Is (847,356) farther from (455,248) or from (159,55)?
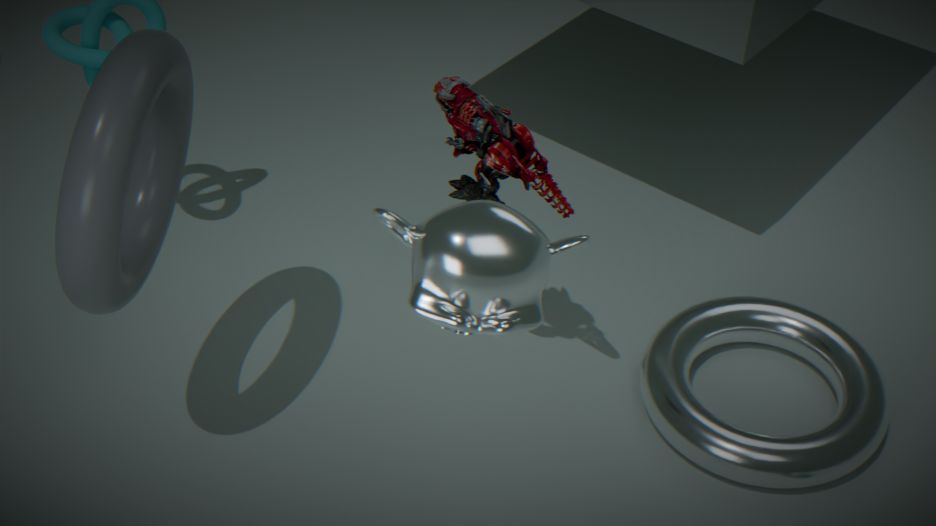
(455,248)
